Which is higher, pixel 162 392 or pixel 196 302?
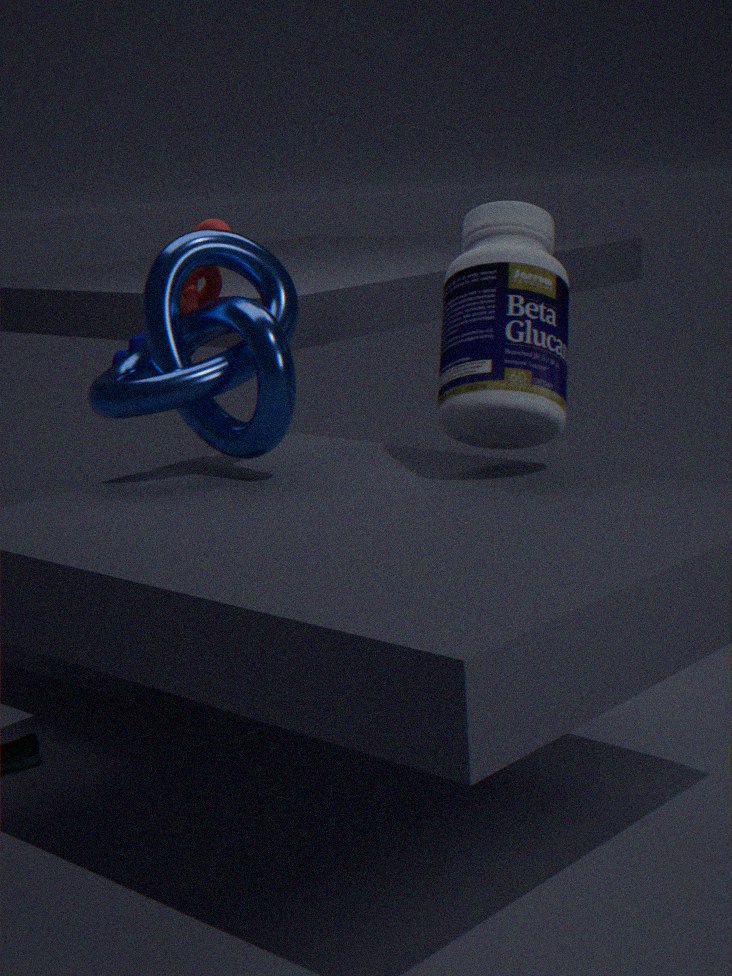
pixel 196 302
